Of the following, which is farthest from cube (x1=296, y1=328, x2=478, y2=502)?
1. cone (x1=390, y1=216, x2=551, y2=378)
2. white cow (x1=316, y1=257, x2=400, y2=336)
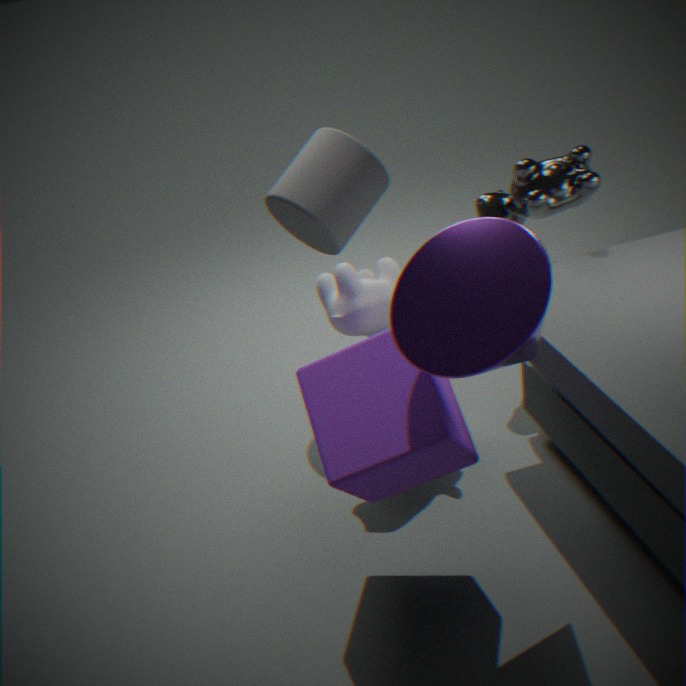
white cow (x1=316, y1=257, x2=400, y2=336)
